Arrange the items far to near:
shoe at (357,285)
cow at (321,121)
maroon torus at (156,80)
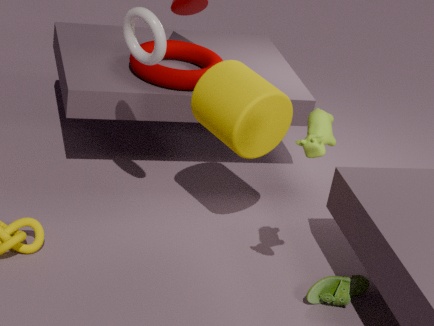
maroon torus at (156,80) → shoe at (357,285) → cow at (321,121)
